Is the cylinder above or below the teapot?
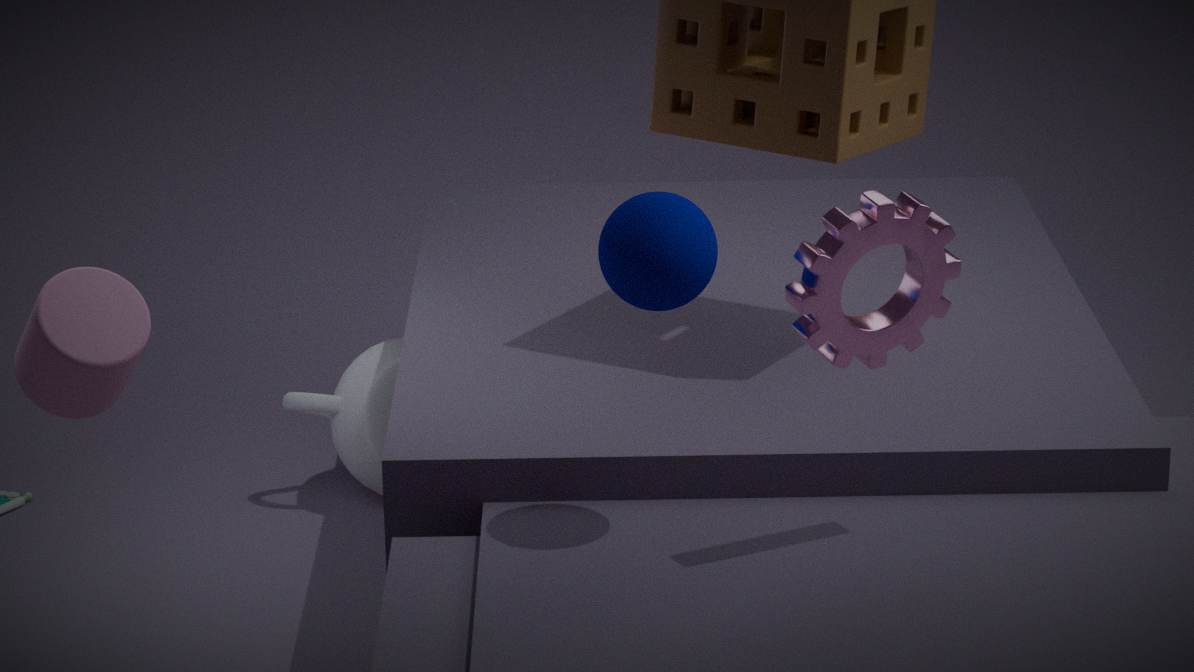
above
